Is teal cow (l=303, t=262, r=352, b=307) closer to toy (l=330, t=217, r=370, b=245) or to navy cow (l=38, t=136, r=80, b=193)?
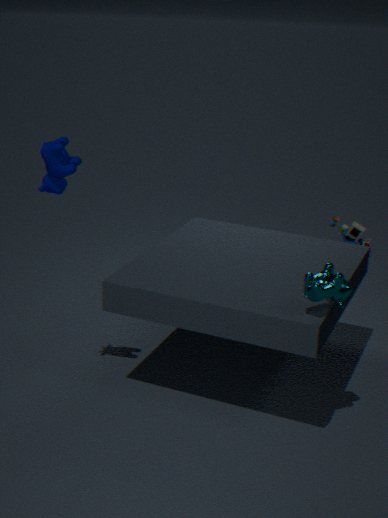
navy cow (l=38, t=136, r=80, b=193)
